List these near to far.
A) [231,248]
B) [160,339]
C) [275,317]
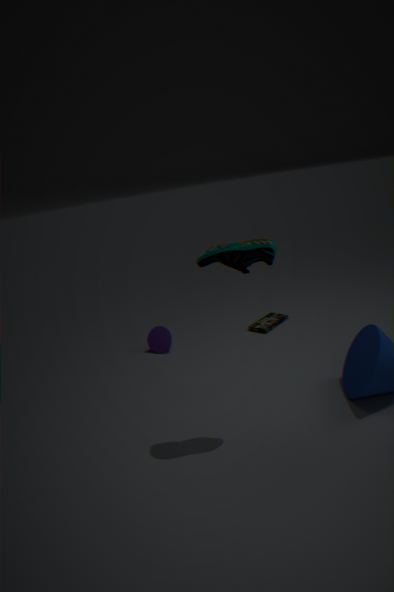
1. [231,248]
2. [160,339]
3. [275,317]
